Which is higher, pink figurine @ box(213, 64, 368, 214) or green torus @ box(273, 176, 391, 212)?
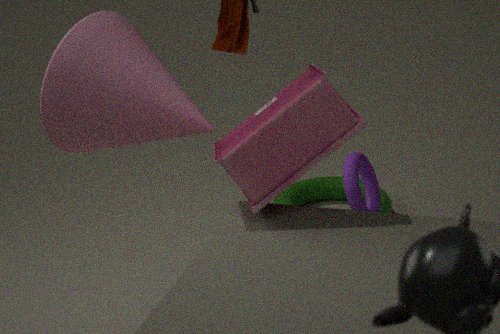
pink figurine @ box(213, 64, 368, 214)
